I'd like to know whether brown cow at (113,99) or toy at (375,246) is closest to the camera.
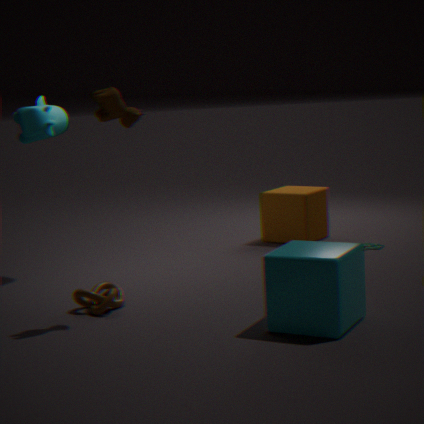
brown cow at (113,99)
